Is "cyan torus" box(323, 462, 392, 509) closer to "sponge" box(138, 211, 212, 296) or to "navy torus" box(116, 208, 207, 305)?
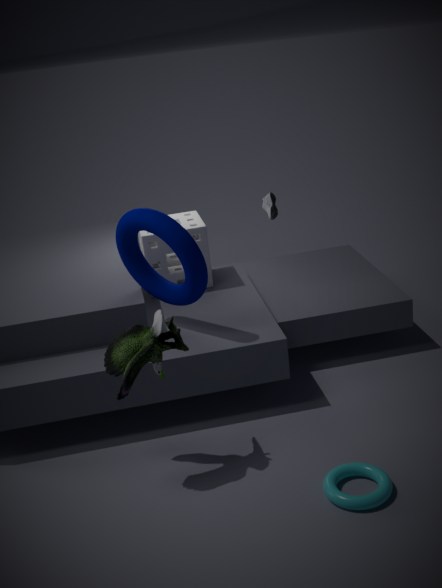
"navy torus" box(116, 208, 207, 305)
